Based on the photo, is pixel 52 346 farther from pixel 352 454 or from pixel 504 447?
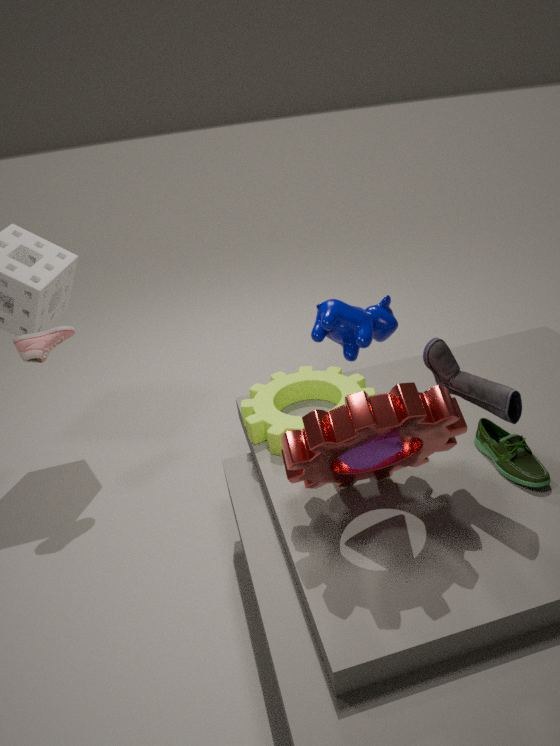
pixel 504 447
